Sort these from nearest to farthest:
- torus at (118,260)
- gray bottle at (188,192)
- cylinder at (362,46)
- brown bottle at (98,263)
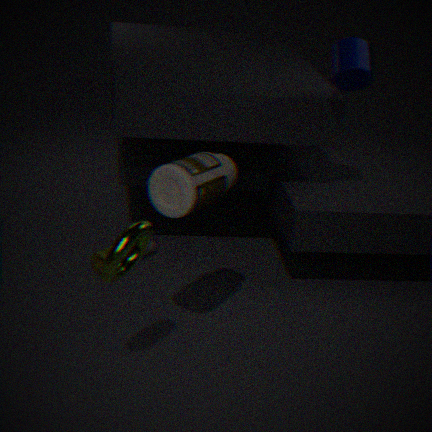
torus at (118,260), gray bottle at (188,192), cylinder at (362,46), brown bottle at (98,263)
